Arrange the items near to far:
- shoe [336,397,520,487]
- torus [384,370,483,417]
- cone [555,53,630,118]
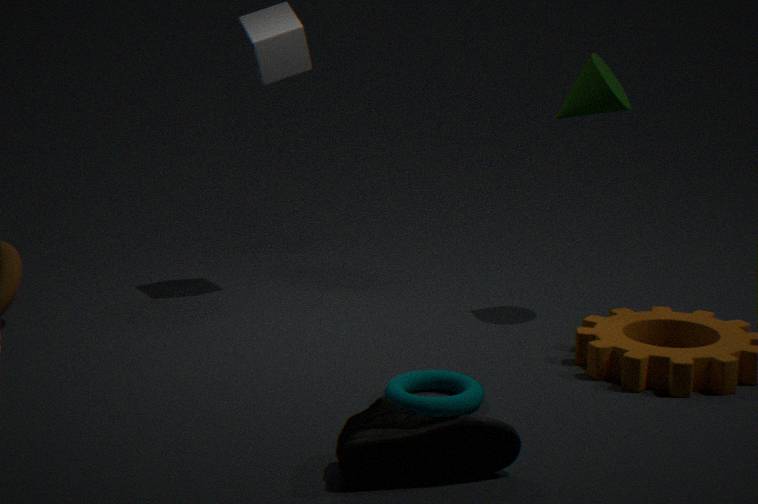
shoe [336,397,520,487] < torus [384,370,483,417] < cone [555,53,630,118]
